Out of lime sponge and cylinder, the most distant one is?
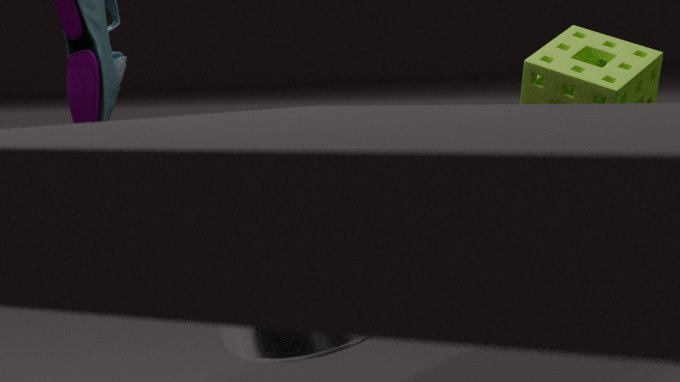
cylinder
